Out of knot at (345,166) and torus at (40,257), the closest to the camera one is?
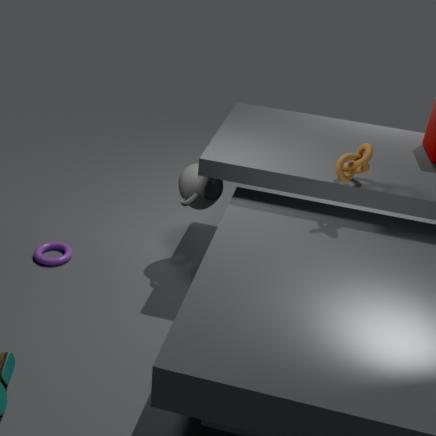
knot at (345,166)
